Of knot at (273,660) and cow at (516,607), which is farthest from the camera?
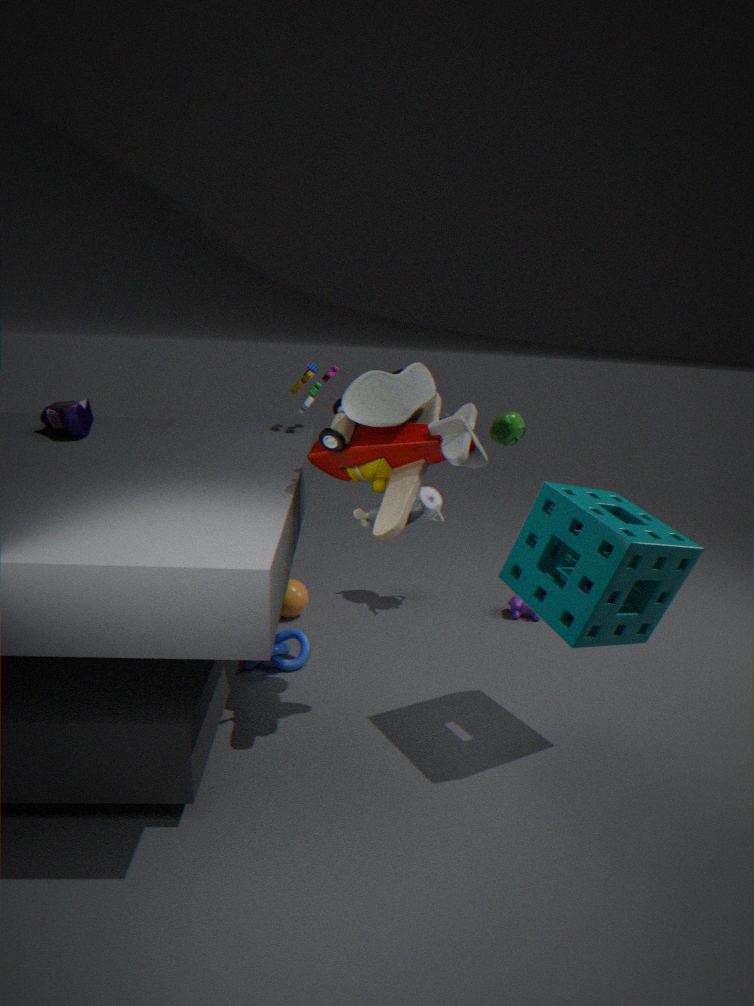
cow at (516,607)
